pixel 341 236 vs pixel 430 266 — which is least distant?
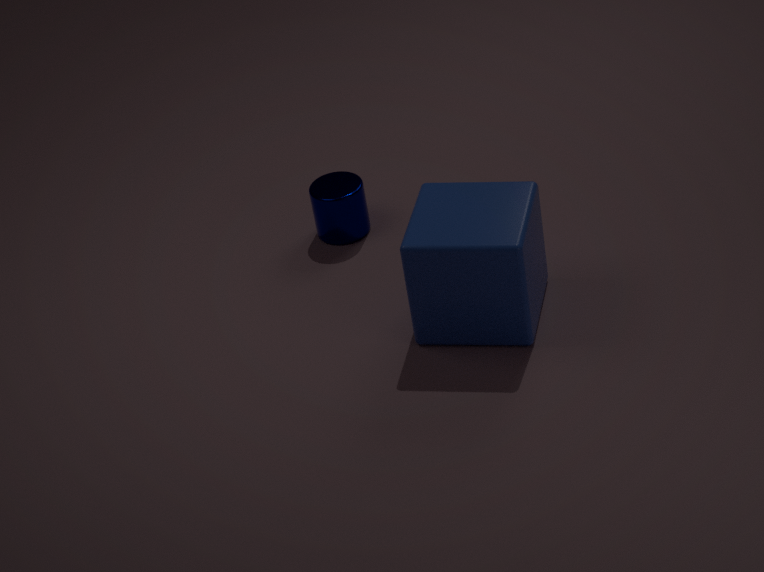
pixel 430 266
